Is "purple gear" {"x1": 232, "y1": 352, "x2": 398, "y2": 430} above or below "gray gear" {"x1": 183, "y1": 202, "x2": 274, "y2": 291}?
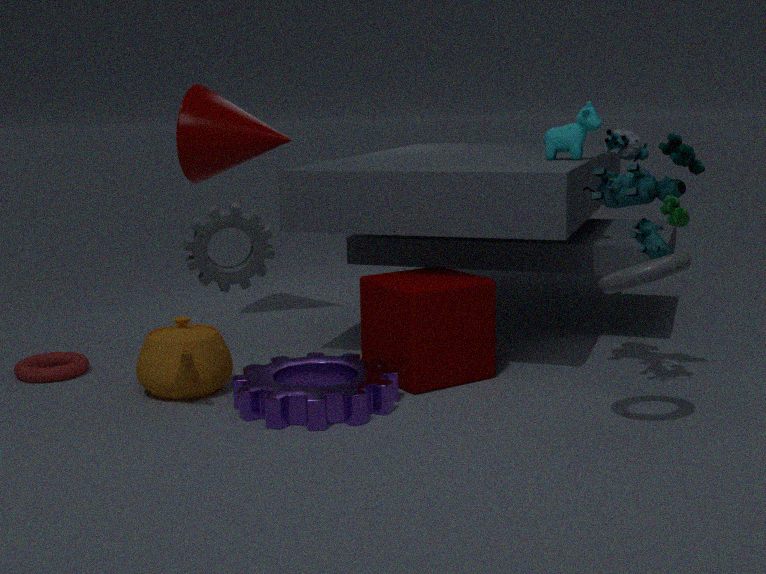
below
